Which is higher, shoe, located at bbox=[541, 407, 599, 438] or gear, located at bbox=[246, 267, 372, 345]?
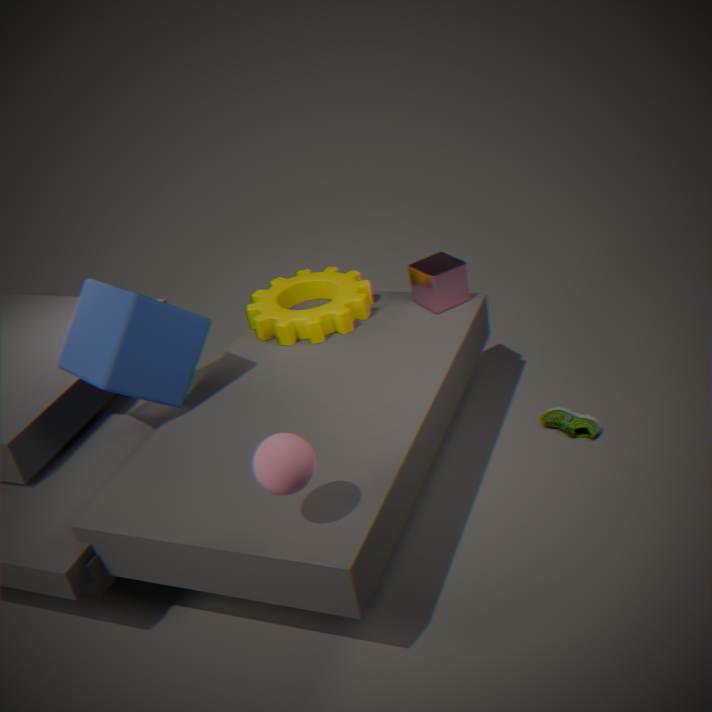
gear, located at bbox=[246, 267, 372, 345]
